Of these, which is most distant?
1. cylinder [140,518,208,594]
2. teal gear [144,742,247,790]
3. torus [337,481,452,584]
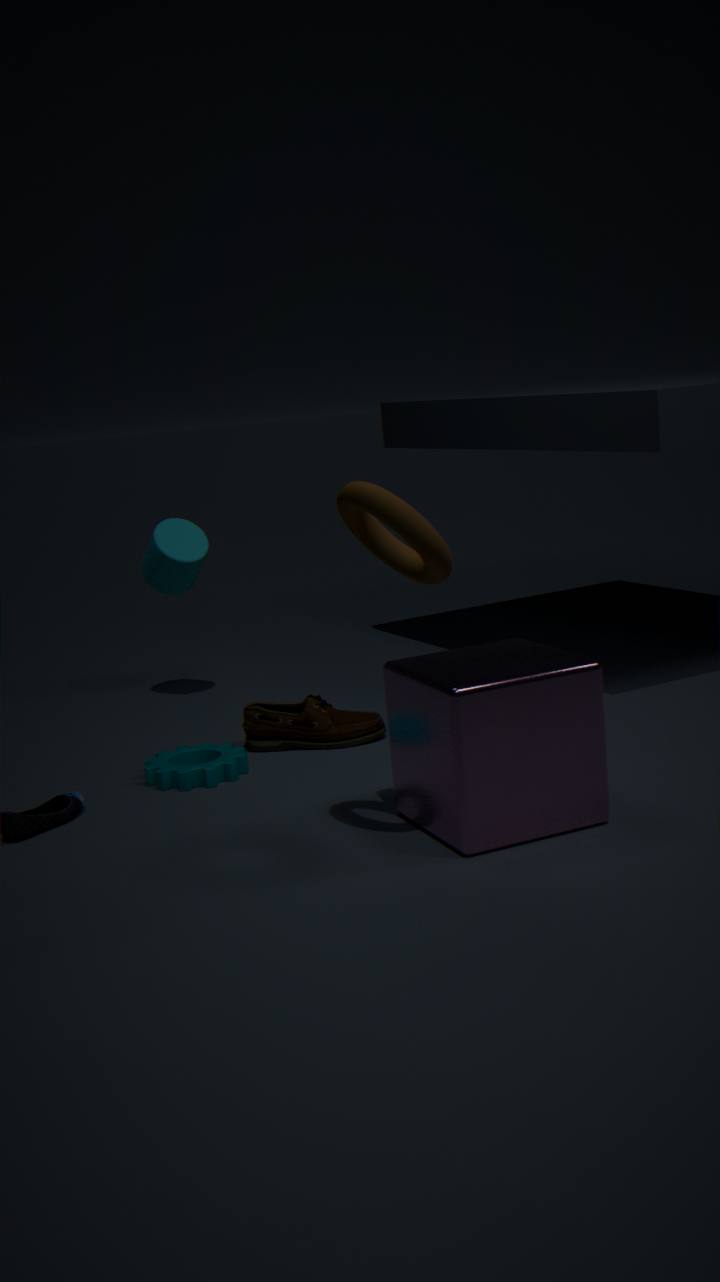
cylinder [140,518,208,594]
